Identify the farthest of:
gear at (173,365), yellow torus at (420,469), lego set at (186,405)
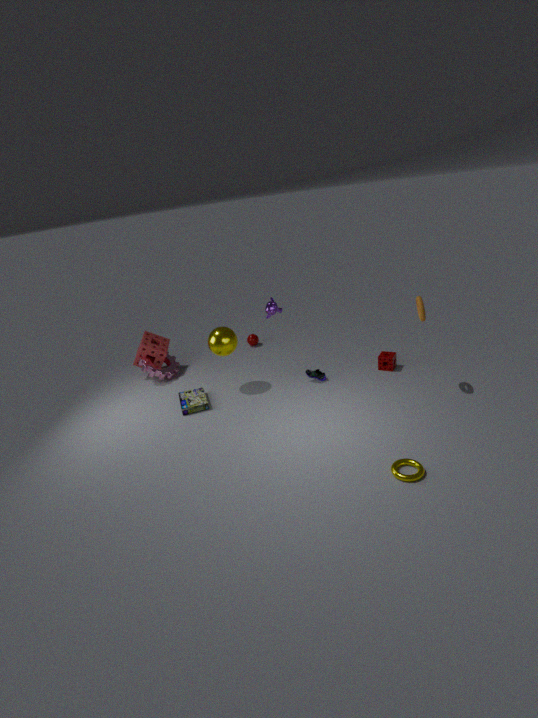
gear at (173,365)
